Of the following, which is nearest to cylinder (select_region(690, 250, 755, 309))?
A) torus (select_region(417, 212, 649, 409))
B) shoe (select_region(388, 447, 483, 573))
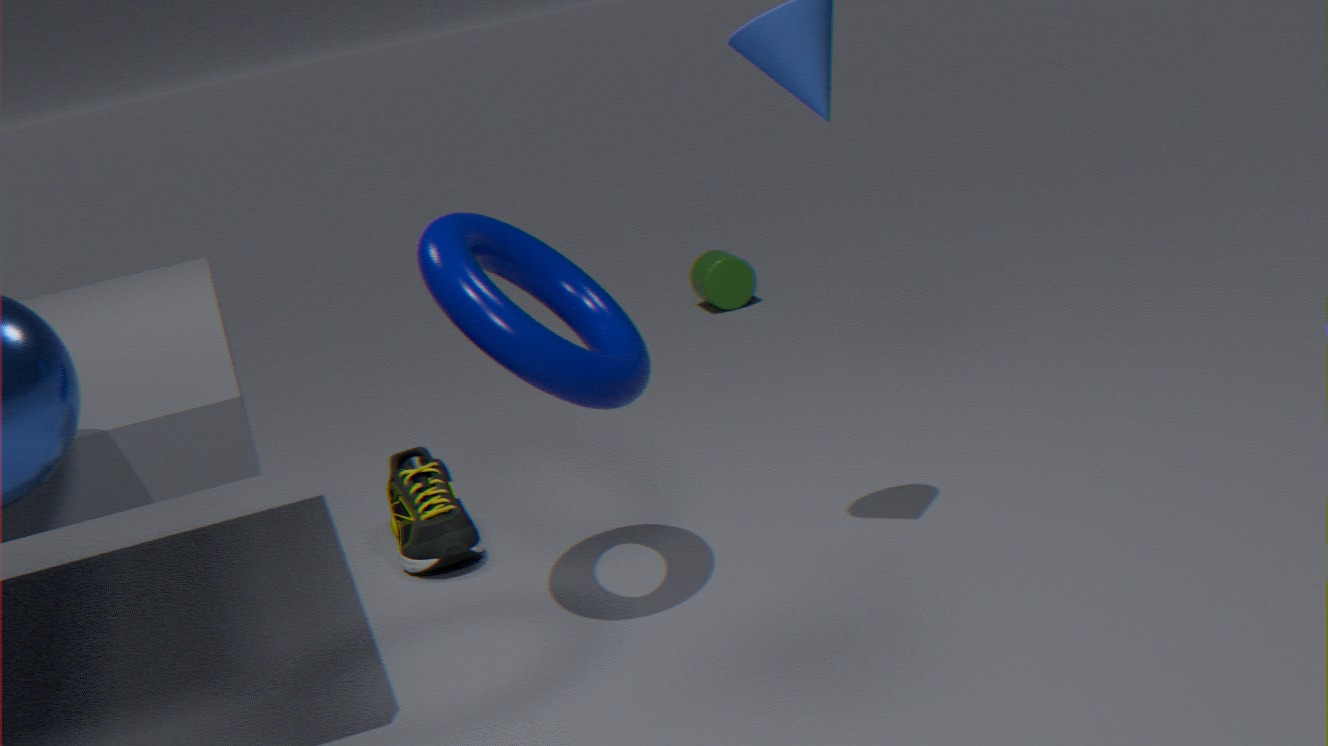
shoe (select_region(388, 447, 483, 573))
